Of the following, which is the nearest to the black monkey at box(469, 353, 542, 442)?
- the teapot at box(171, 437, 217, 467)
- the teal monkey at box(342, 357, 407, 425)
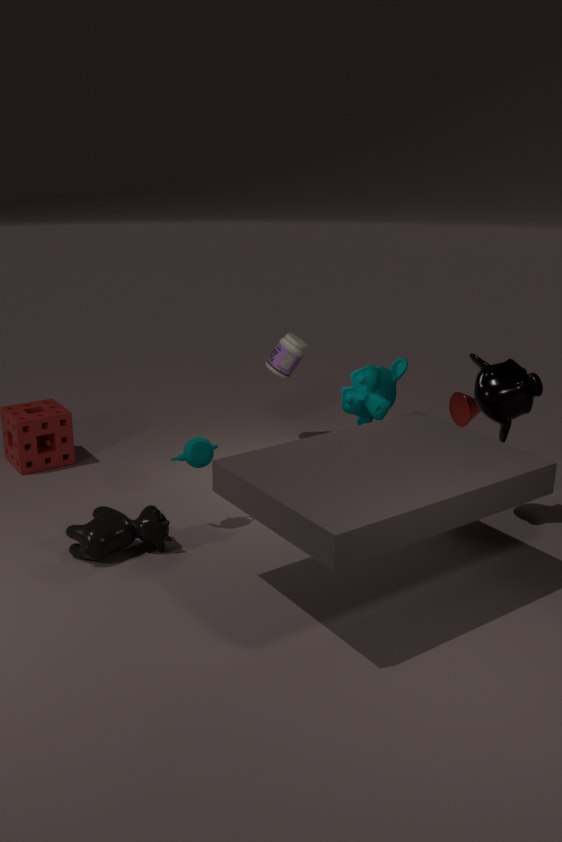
the teal monkey at box(342, 357, 407, 425)
